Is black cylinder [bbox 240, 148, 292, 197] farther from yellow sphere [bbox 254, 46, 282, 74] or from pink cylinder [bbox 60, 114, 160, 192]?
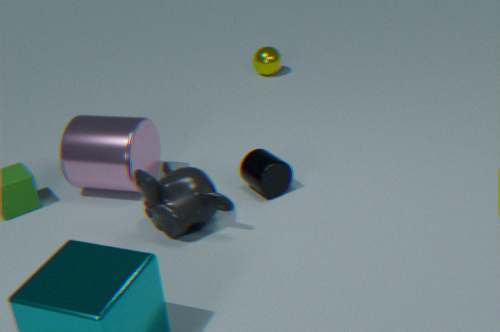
yellow sphere [bbox 254, 46, 282, 74]
